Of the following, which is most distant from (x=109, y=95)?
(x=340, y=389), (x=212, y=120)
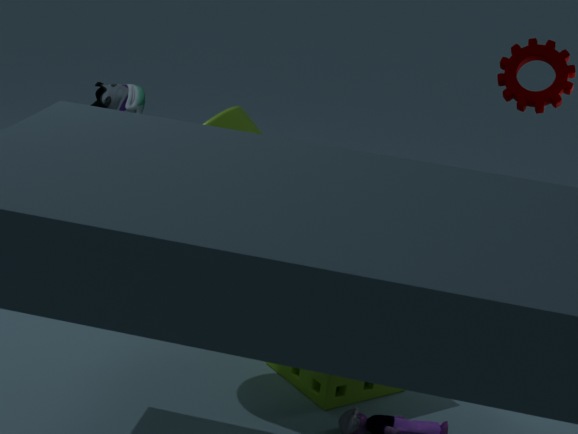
(x=340, y=389)
